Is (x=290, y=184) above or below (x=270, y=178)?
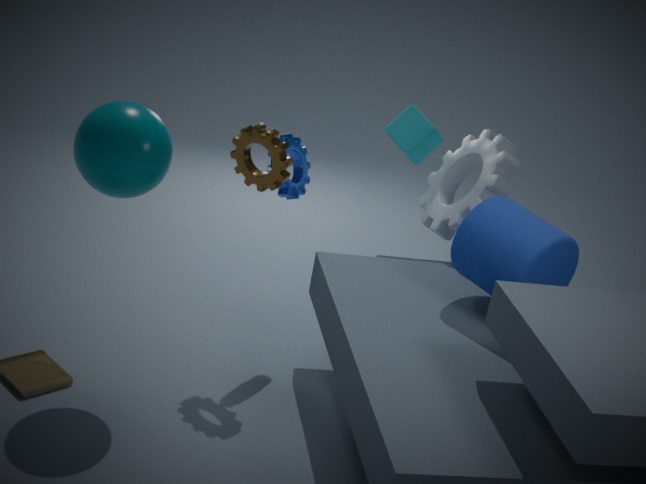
below
